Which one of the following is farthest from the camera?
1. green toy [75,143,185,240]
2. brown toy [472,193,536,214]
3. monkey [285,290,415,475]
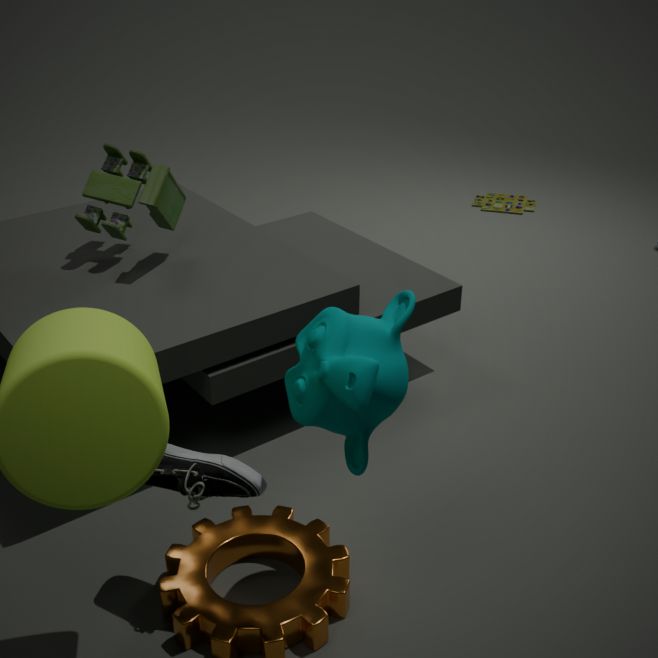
brown toy [472,193,536,214]
